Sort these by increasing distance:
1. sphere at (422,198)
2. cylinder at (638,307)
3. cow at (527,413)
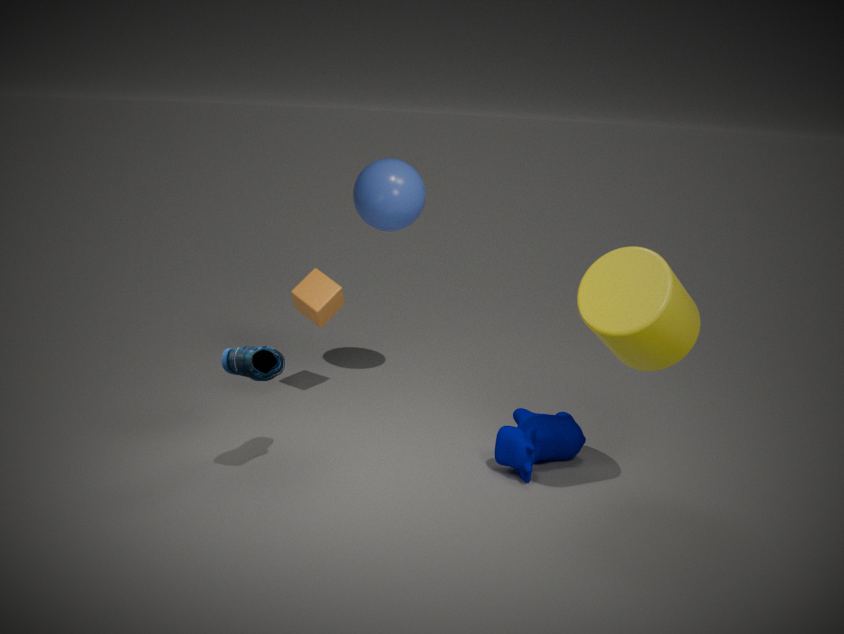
cylinder at (638,307) < cow at (527,413) < sphere at (422,198)
